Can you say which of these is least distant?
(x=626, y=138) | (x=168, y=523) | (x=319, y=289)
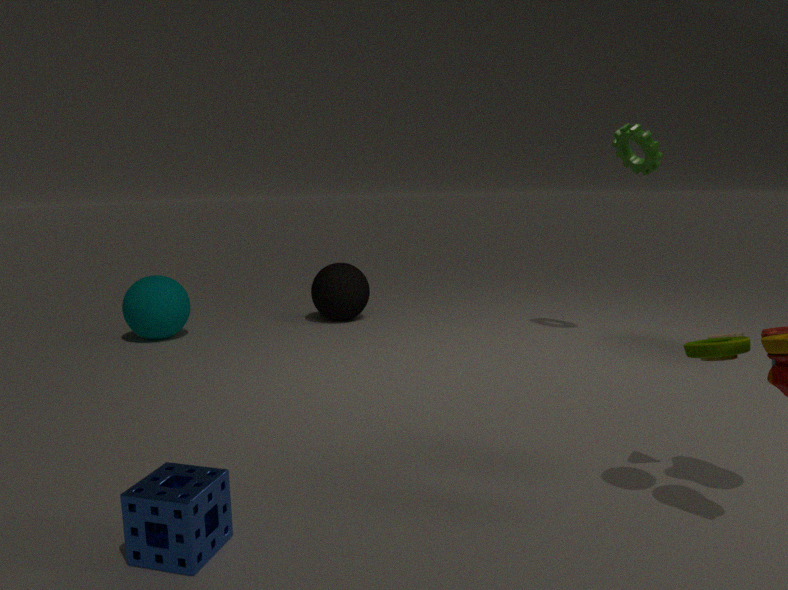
(x=168, y=523)
